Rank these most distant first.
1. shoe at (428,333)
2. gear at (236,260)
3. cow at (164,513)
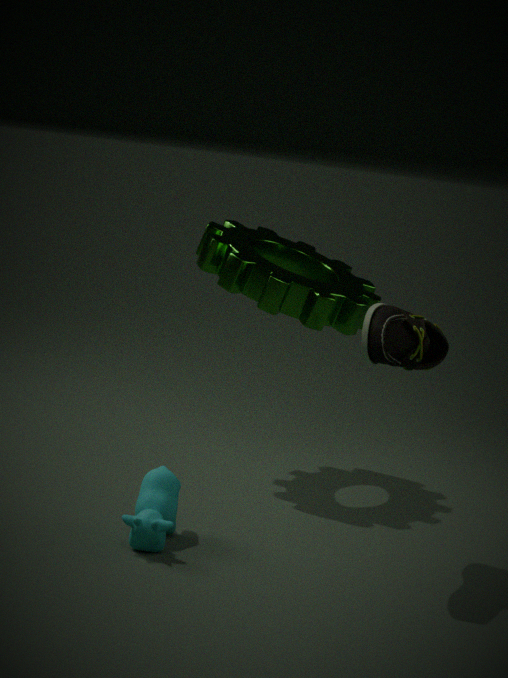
gear at (236,260) < cow at (164,513) < shoe at (428,333)
